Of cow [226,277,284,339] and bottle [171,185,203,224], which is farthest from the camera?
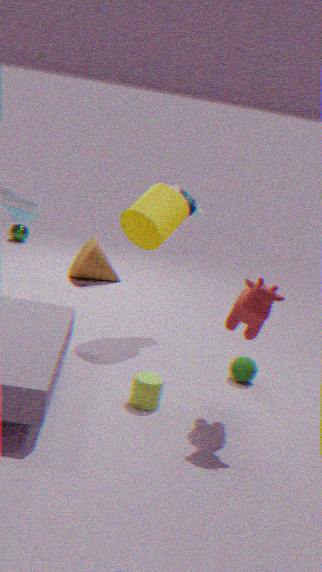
bottle [171,185,203,224]
